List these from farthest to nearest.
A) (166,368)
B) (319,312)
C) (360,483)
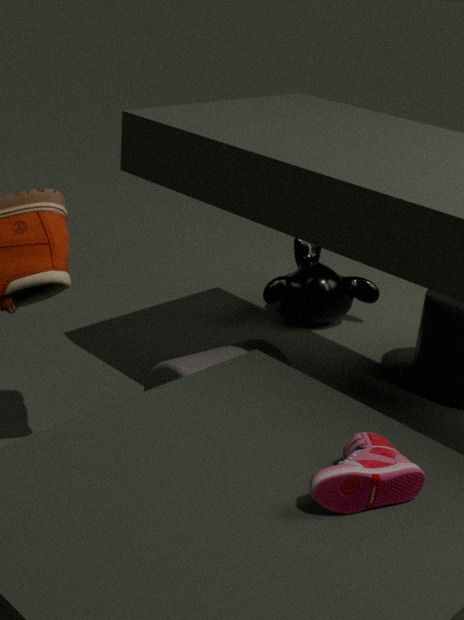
(319,312), (166,368), (360,483)
